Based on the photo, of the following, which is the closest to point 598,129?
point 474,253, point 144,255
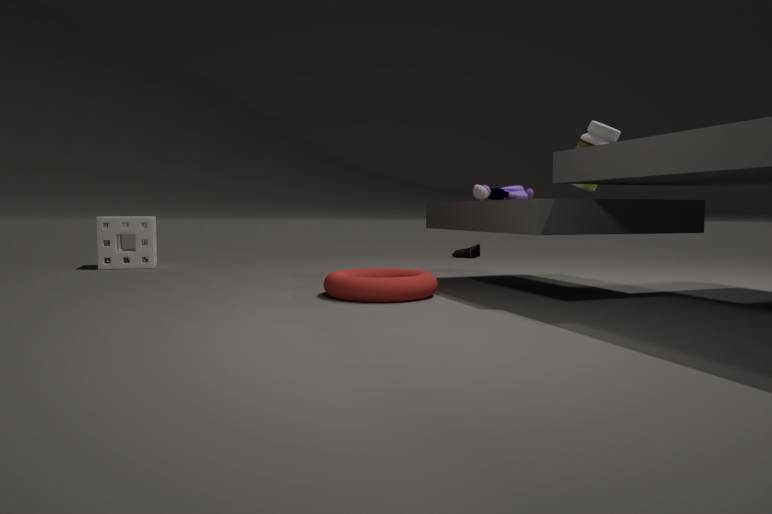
point 474,253
